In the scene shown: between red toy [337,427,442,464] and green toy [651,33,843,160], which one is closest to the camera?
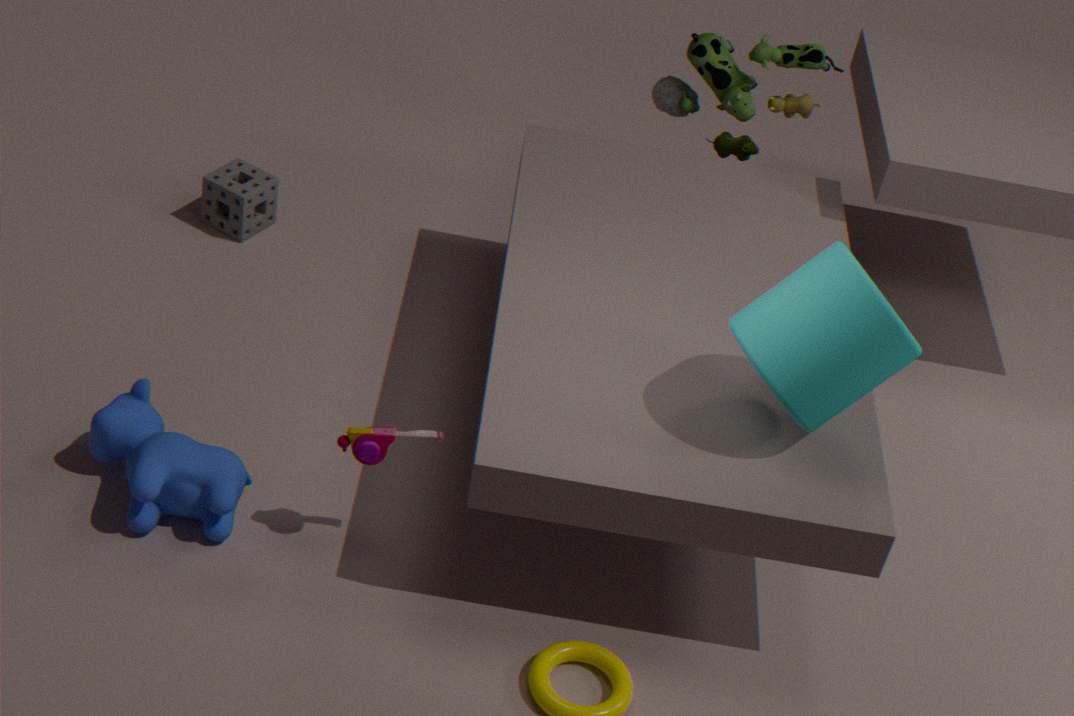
red toy [337,427,442,464]
